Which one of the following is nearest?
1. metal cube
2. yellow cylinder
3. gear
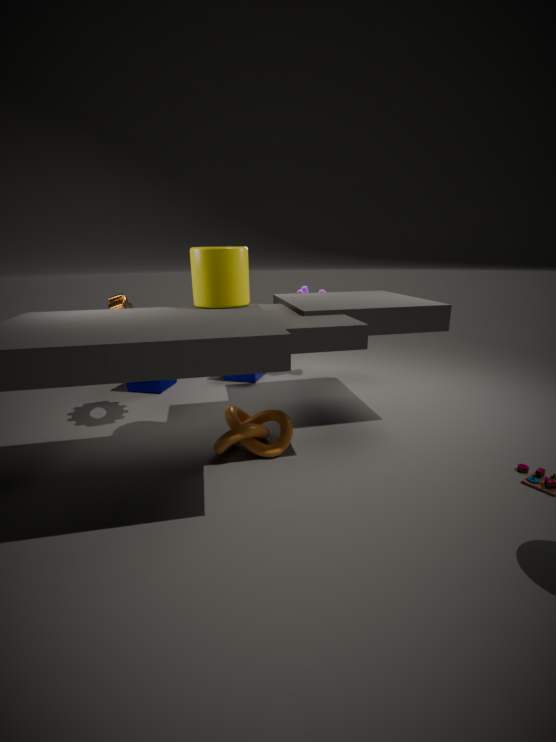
yellow cylinder
